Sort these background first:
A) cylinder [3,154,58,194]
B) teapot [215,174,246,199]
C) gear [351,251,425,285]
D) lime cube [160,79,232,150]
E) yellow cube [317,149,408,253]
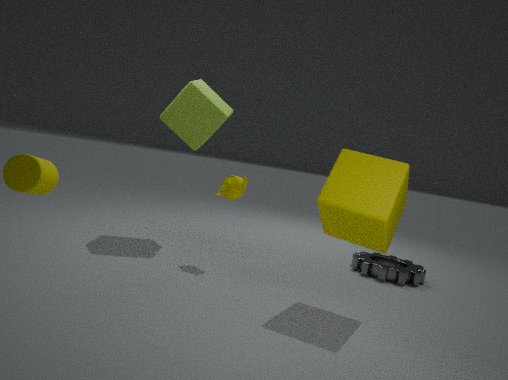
gear [351,251,425,285], lime cube [160,79,232,150], teapot [215,174,246,199], yellow cube [317,149,408,253], cylinder [3,154,58,194]
